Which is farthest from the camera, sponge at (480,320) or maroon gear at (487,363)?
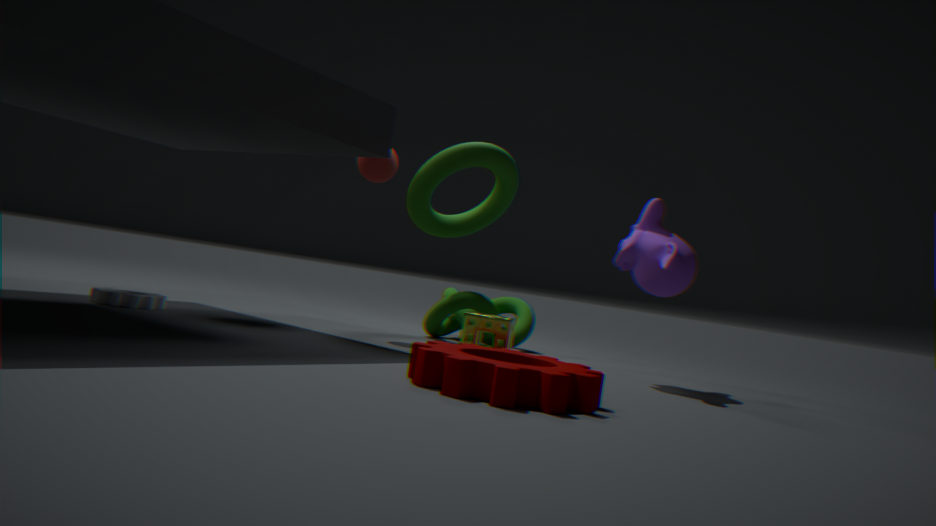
sponge at (480,320)
